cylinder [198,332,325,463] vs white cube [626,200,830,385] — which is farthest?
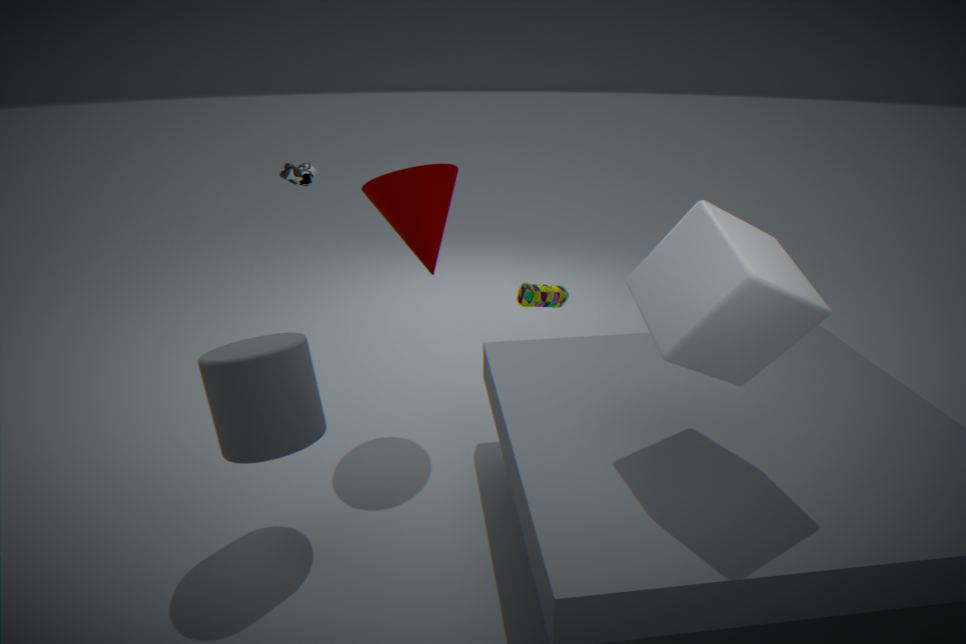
cylinder [198,332,325,463]
